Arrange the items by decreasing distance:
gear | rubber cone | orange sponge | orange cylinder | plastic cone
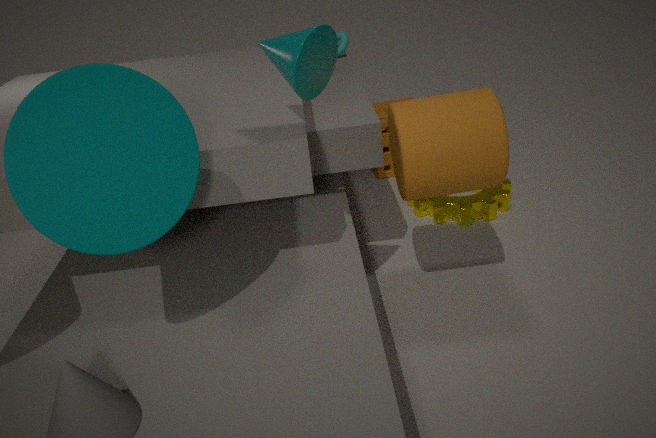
orange sponge → gear → orange cylinder → plastic cone → rubber cone
